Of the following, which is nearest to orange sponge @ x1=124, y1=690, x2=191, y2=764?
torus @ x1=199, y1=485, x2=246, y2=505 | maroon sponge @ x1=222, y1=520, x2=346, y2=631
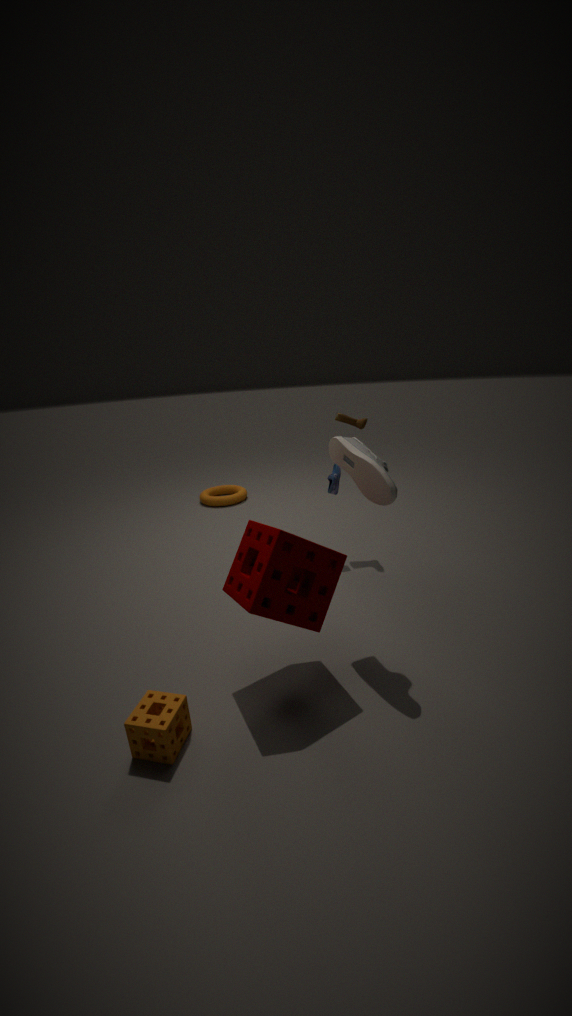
maroon sponge @ x1=222, y1=520, x2=346, y2=631
